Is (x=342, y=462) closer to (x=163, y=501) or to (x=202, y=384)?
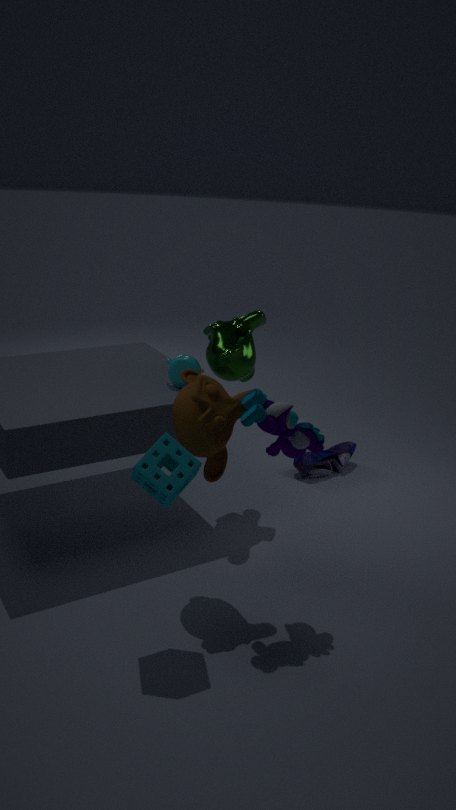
(x=202, y=384)
